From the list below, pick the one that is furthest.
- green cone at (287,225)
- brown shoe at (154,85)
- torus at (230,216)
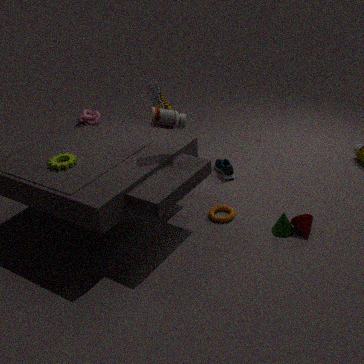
brown shoe at (154,85)
